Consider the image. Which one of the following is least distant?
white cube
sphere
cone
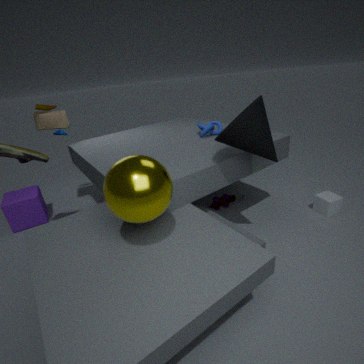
sphere
